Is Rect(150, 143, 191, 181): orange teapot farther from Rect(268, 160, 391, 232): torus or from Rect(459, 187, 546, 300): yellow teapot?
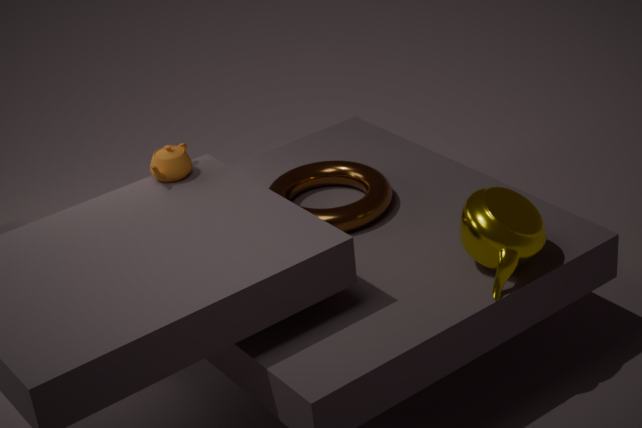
Rect(459, 187, 546, 300): yellow teapot
